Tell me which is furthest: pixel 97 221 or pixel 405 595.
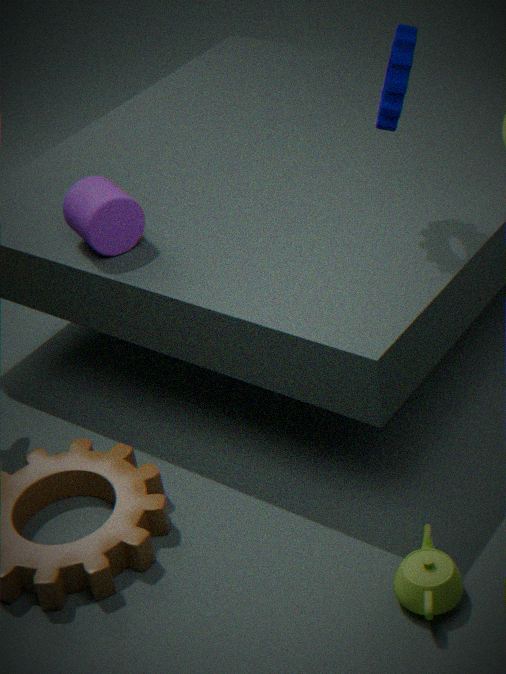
pixel 97 221
